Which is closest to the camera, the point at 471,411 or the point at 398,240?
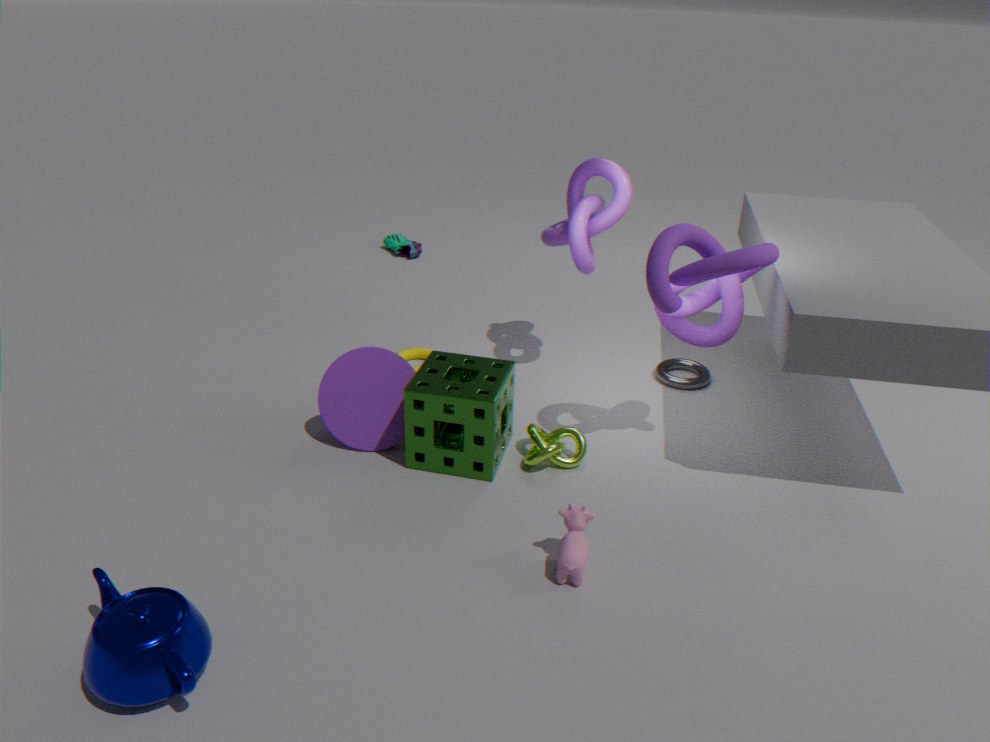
the point at 471,411
